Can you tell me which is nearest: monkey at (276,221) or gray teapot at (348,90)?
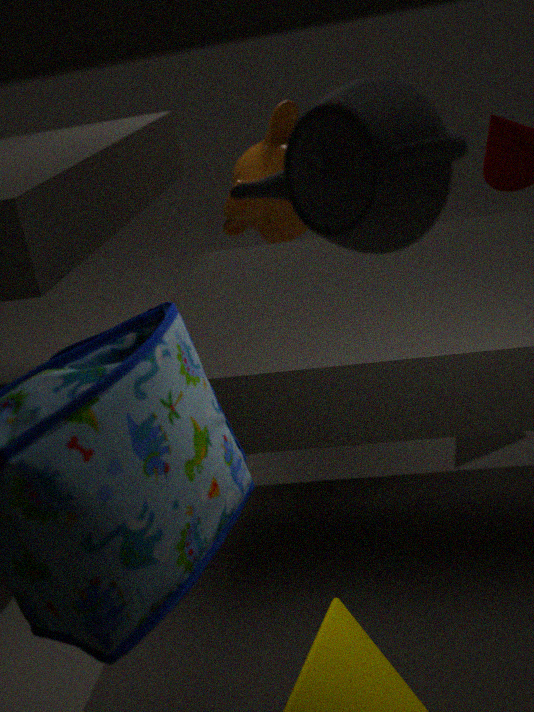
gray teapot at (348,90)
